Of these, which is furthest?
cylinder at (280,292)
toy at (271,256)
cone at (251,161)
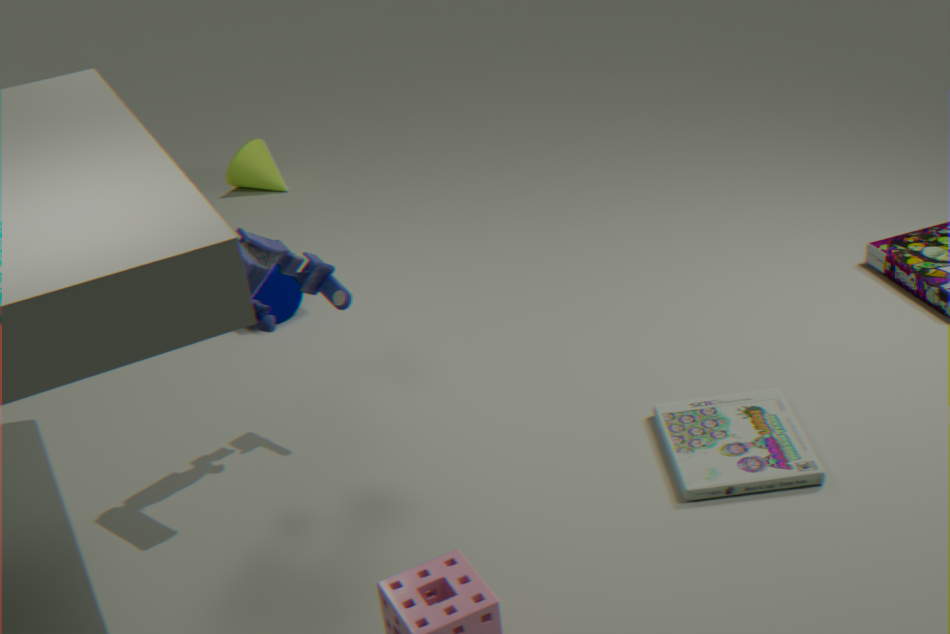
cone at (251,161)
